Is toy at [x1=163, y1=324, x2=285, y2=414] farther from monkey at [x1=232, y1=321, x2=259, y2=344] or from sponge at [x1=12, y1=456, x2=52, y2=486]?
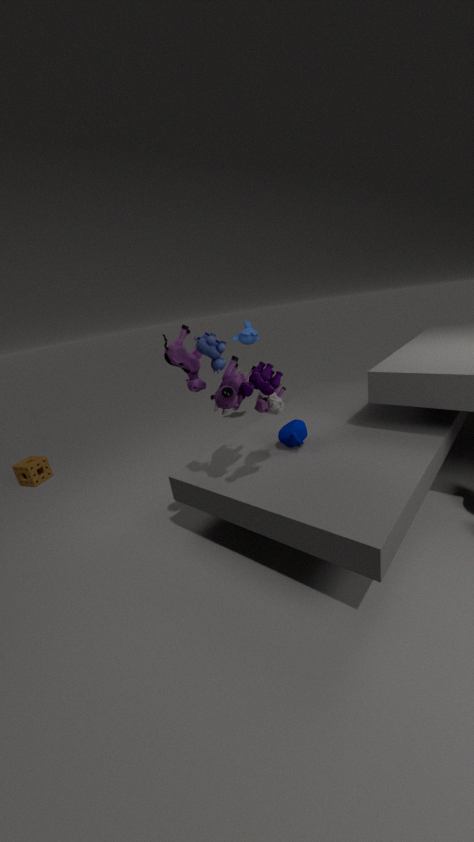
sponge at [x1=12, y1=456, x2=52, y2=486]
